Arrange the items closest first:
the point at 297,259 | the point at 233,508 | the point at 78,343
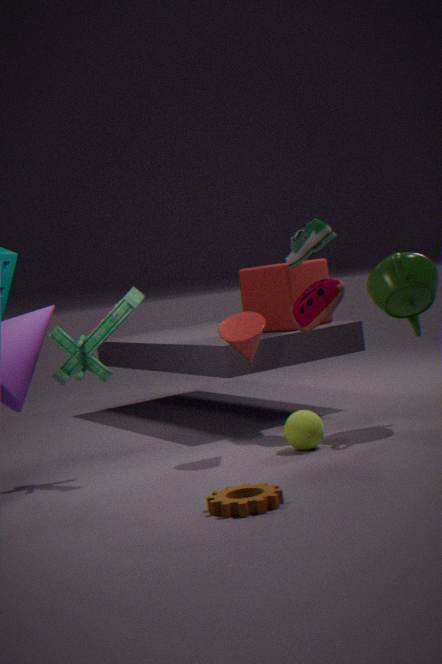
the point at 233,508
the point at 78,343
the point at 297,259
